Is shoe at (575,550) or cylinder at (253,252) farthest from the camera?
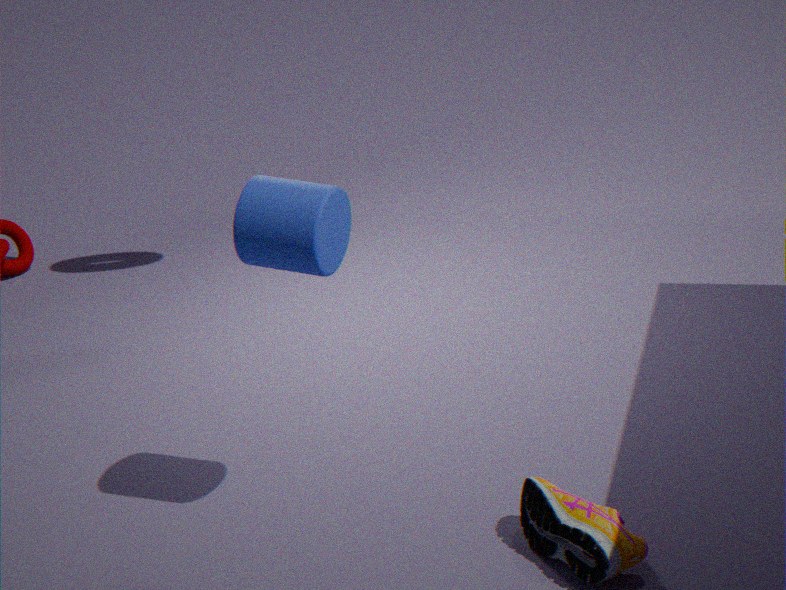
cylinder at (253,252)
